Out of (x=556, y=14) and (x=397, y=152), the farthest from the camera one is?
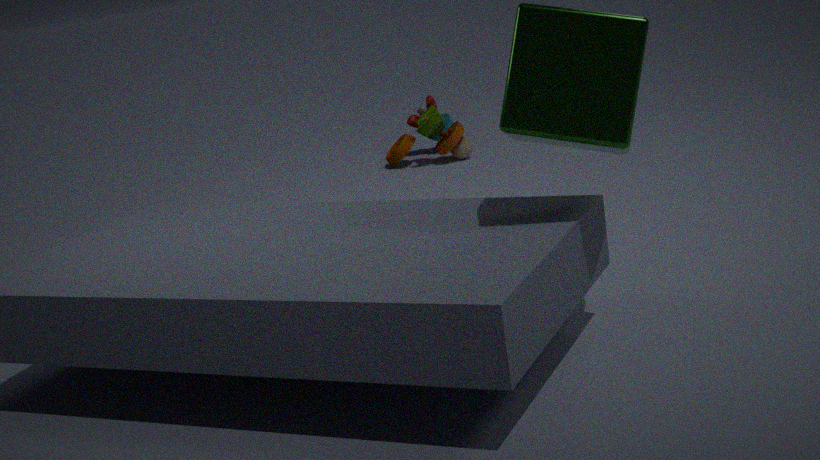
(x=397, y=152)
